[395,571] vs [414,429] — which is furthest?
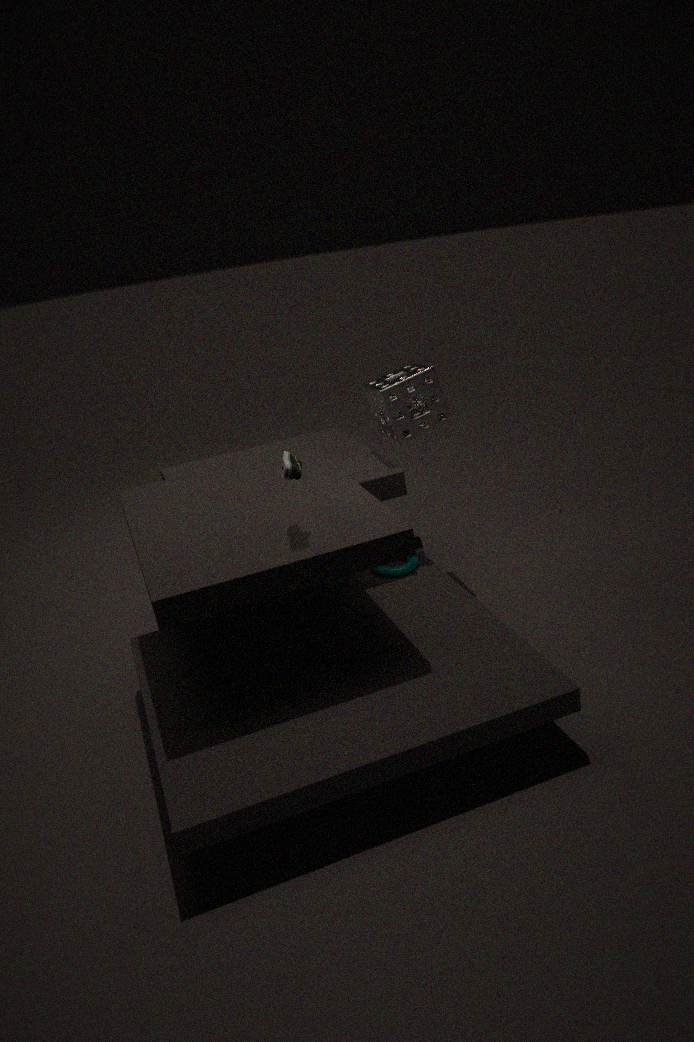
[414,429]
